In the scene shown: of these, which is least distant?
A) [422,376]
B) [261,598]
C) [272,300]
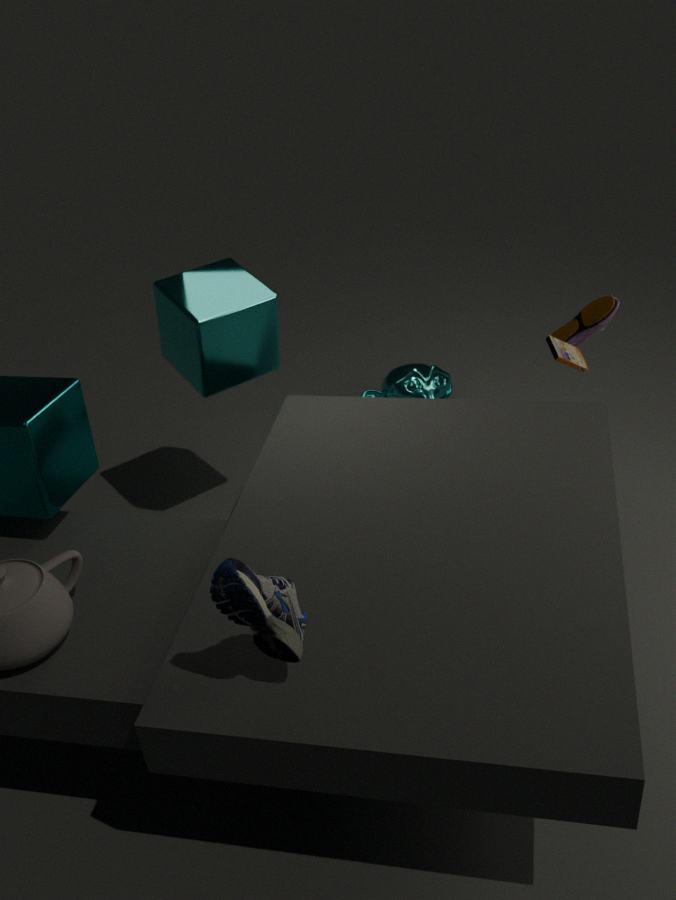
[261,598]
